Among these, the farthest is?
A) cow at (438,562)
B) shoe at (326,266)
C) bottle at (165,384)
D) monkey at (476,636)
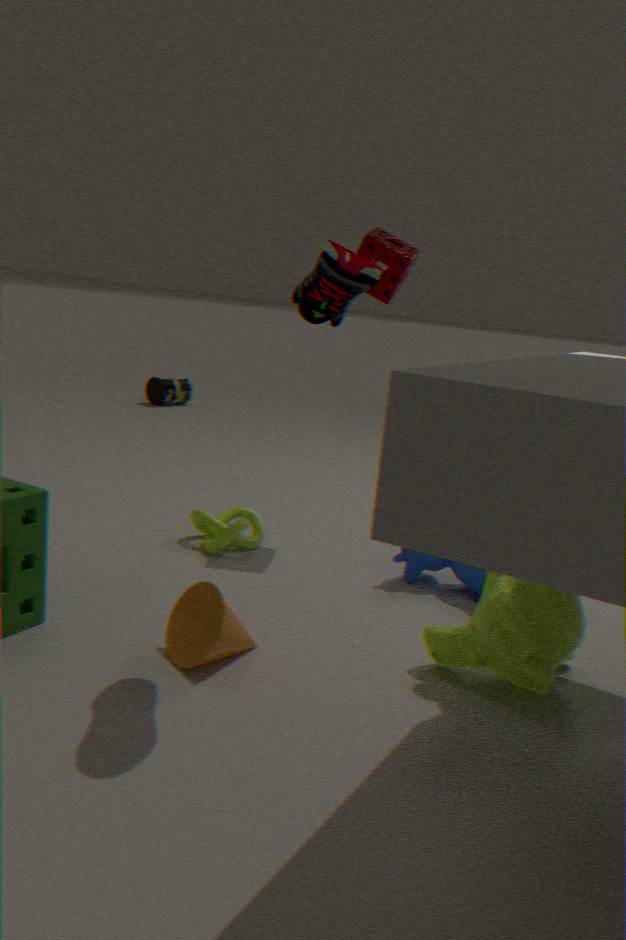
bottle at (165,384)
